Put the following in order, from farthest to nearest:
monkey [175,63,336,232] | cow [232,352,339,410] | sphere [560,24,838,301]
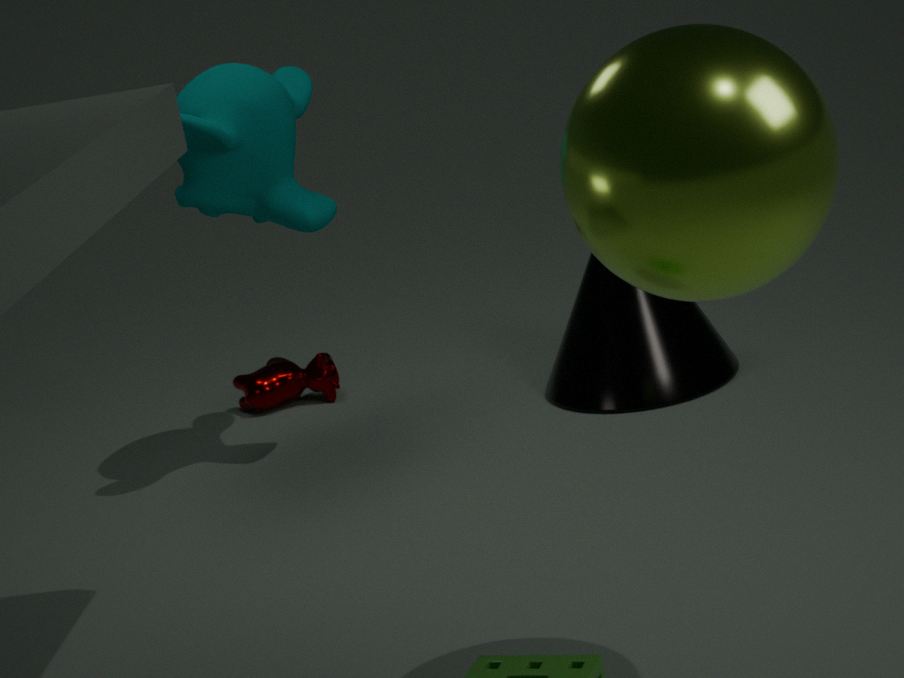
cow [232,352,339,410]
monkey [175,63,336,232]
sphere [560,24,838,301]
